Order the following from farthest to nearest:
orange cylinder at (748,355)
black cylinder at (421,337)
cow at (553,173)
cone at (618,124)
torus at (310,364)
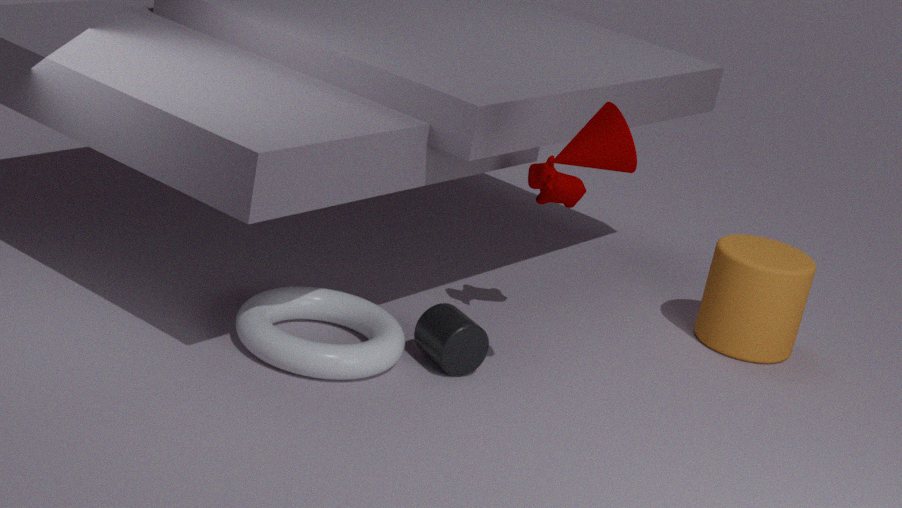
orange cylinder at (748,355) < cow at (553,173) < black cylinder at (421,337) < torus at (310,364) < cone at (618,124)
